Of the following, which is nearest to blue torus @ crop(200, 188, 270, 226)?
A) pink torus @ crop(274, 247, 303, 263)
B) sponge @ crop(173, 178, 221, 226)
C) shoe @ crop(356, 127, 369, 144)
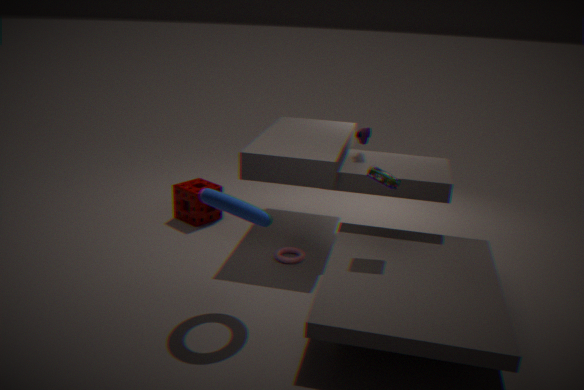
pink torus @ crop(274, 247, 303, 263)
